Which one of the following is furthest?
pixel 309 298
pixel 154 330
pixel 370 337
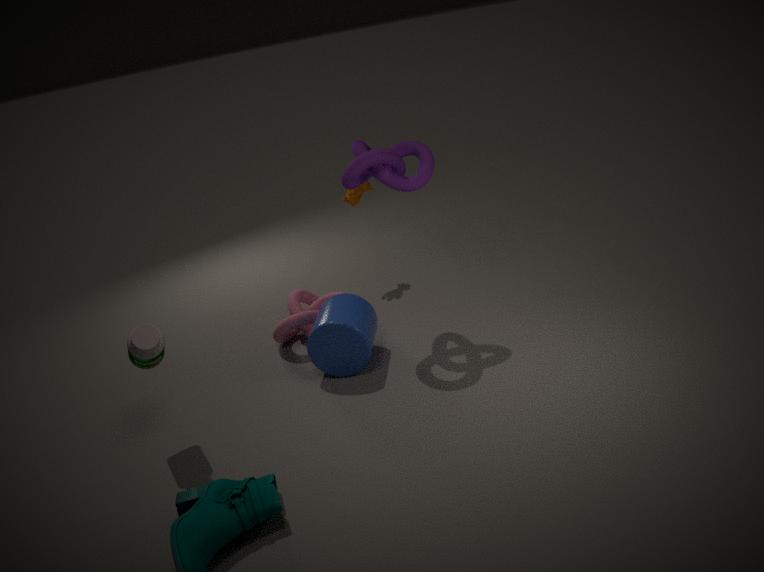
pixel 309 298
